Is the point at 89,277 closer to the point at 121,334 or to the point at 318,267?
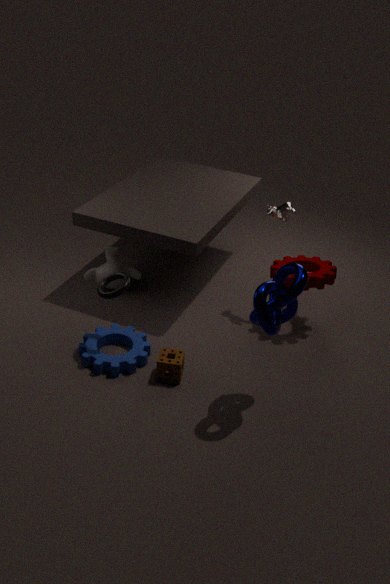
the point at 121,334
